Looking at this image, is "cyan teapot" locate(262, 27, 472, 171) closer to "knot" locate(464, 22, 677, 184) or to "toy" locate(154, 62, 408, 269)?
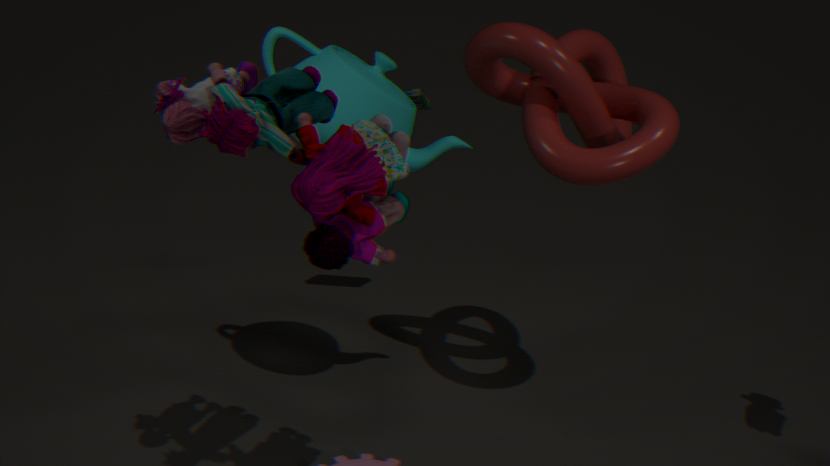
"knot" locate(464, 22, 677, 184)
